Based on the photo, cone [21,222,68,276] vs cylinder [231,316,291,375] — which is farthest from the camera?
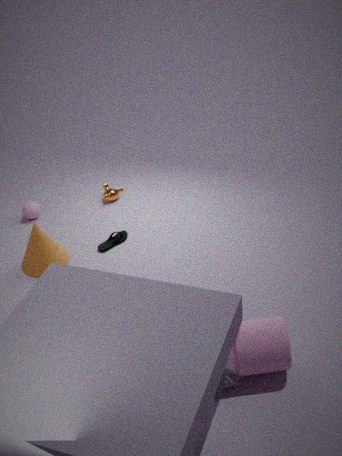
cone [21,222,68,276]
